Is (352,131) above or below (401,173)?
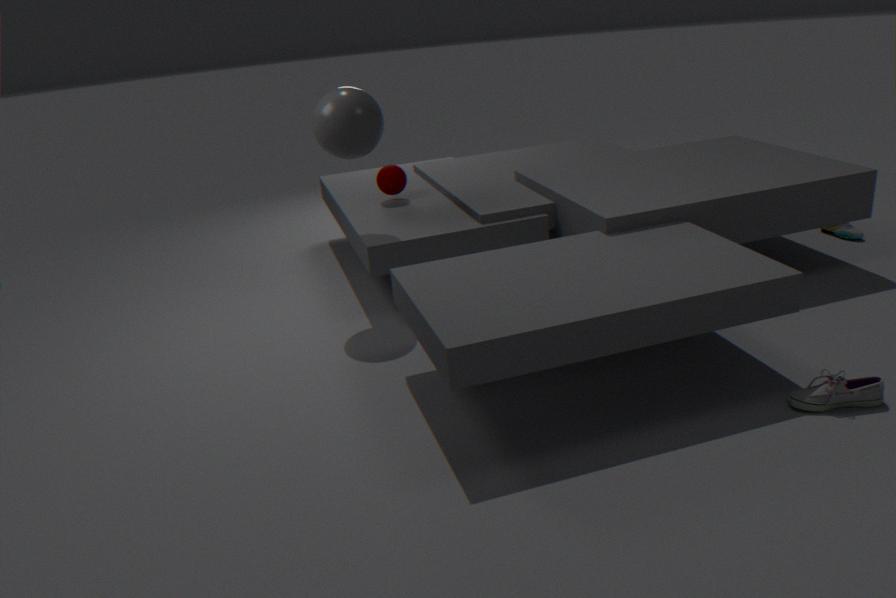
above
